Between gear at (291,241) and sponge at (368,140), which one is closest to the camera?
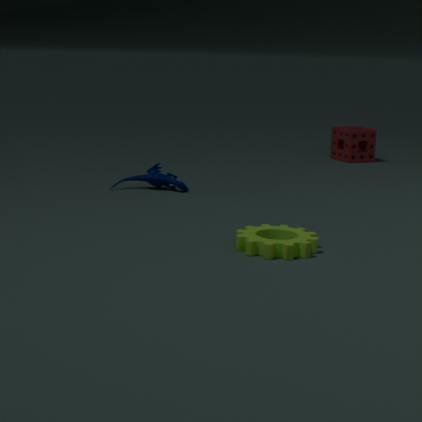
gear at (291,241)
